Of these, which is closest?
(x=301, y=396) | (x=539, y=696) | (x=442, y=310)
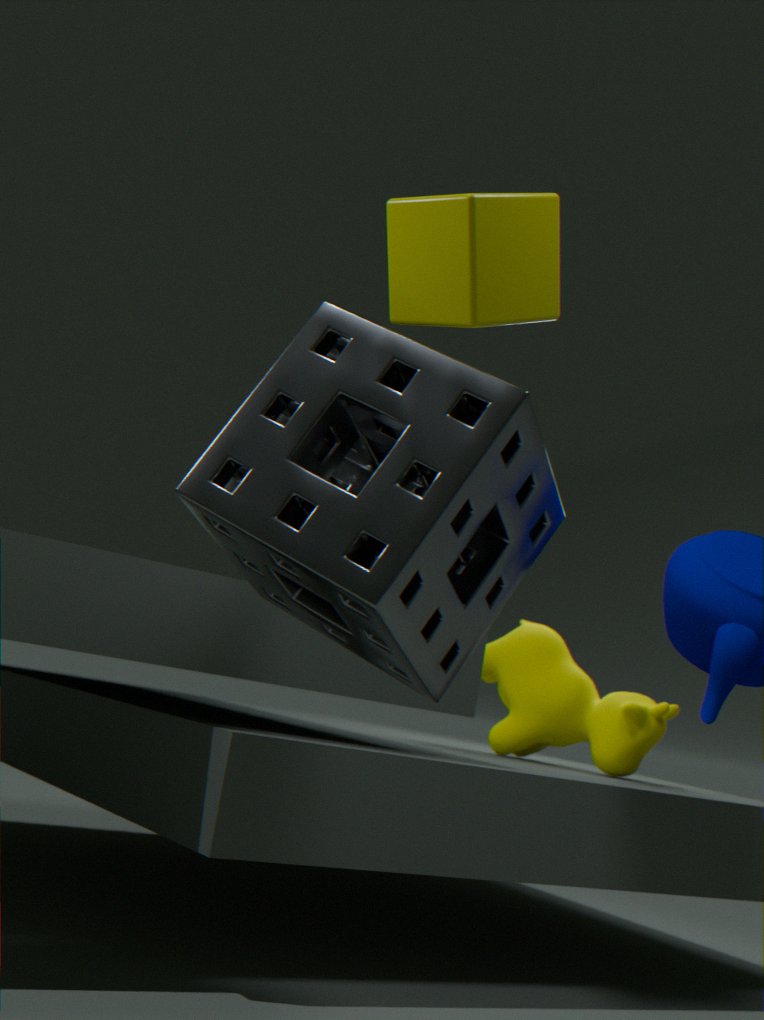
(x=442, y=310)
